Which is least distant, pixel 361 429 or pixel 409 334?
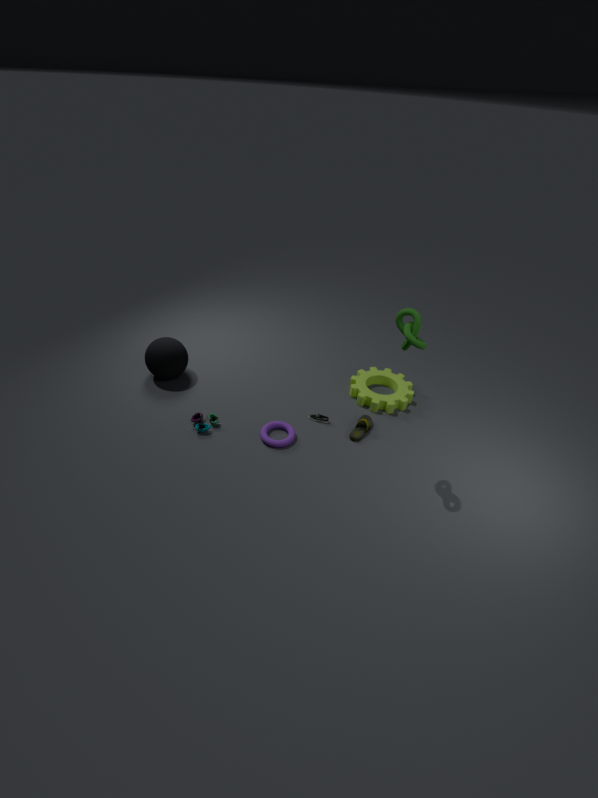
pixel 409 334
